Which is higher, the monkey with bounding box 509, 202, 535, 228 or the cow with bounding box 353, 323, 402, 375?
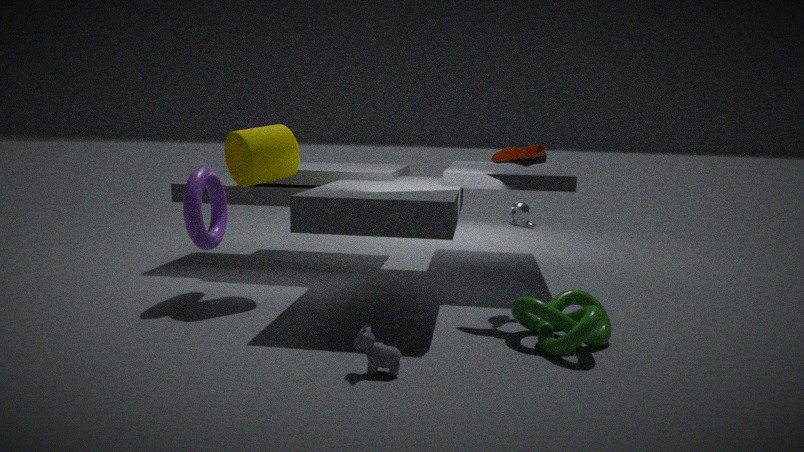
the monkey with bounding box 509, 202, 535, 228
